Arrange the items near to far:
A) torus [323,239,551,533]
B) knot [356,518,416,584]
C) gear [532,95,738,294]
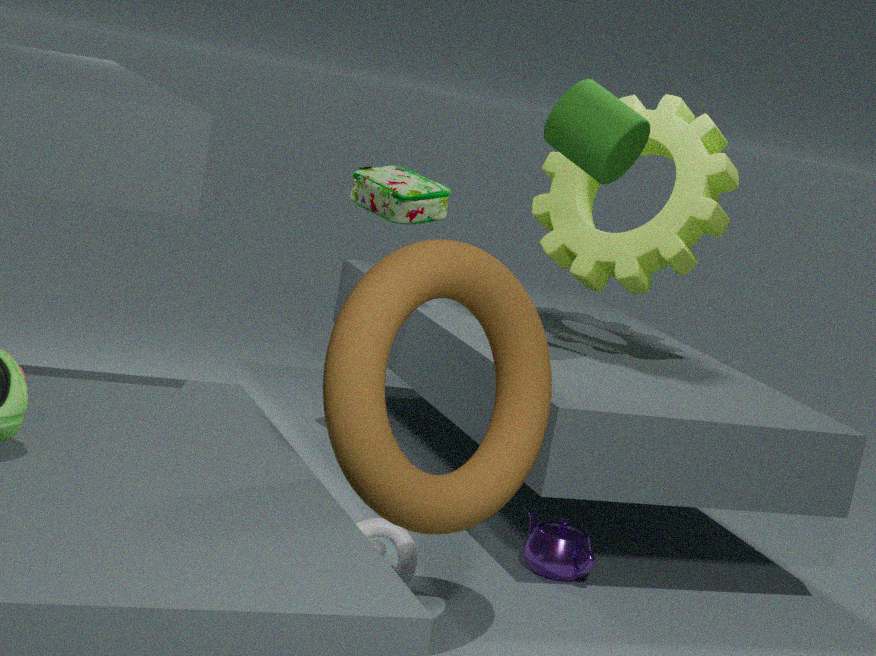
torus [323,239,551,533] → knot [356,518,416,584] → gear [532,95,738,294]
